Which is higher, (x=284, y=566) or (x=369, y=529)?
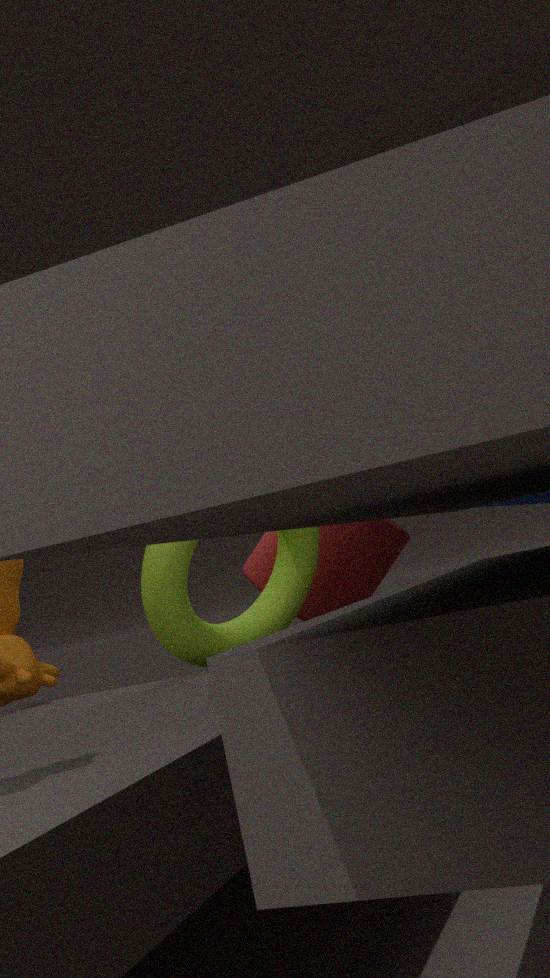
(x=284, y=566)
